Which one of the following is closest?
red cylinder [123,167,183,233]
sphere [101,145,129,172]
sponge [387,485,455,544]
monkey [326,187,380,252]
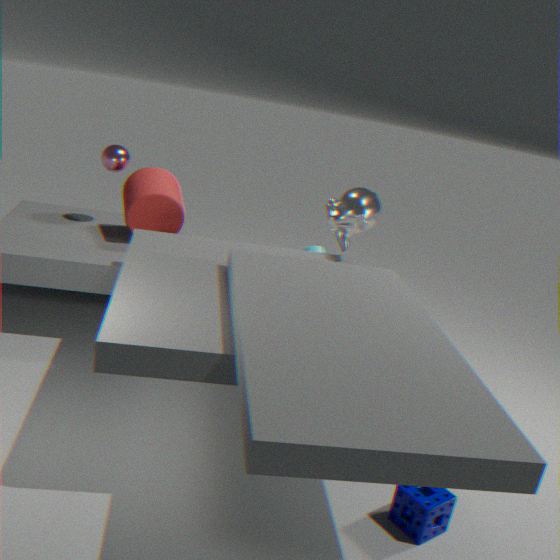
sponge [387,485,455,544]
